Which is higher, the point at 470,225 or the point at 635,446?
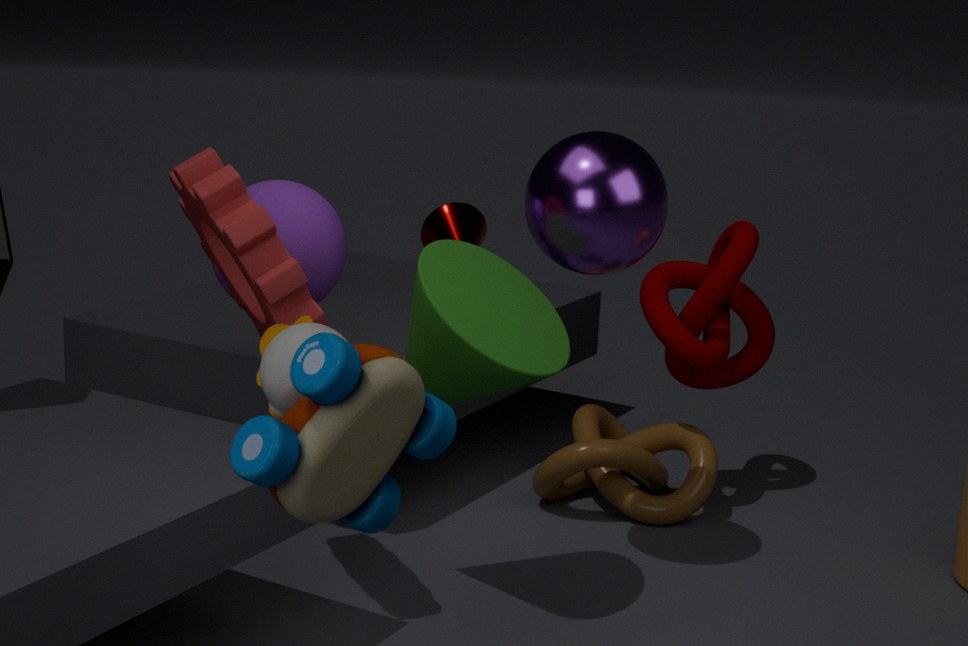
the point at 470,225
